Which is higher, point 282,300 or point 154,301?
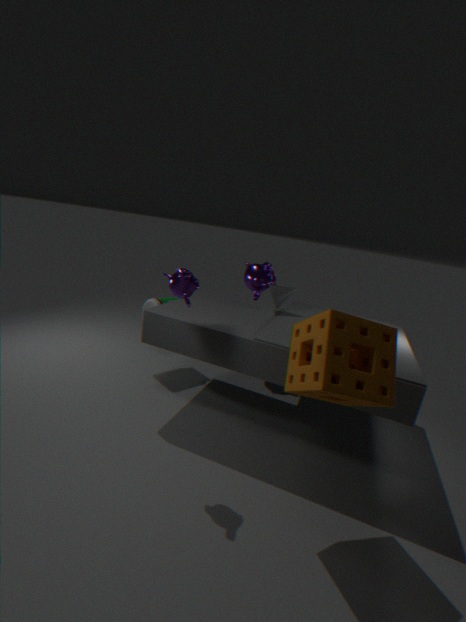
point 282,300
